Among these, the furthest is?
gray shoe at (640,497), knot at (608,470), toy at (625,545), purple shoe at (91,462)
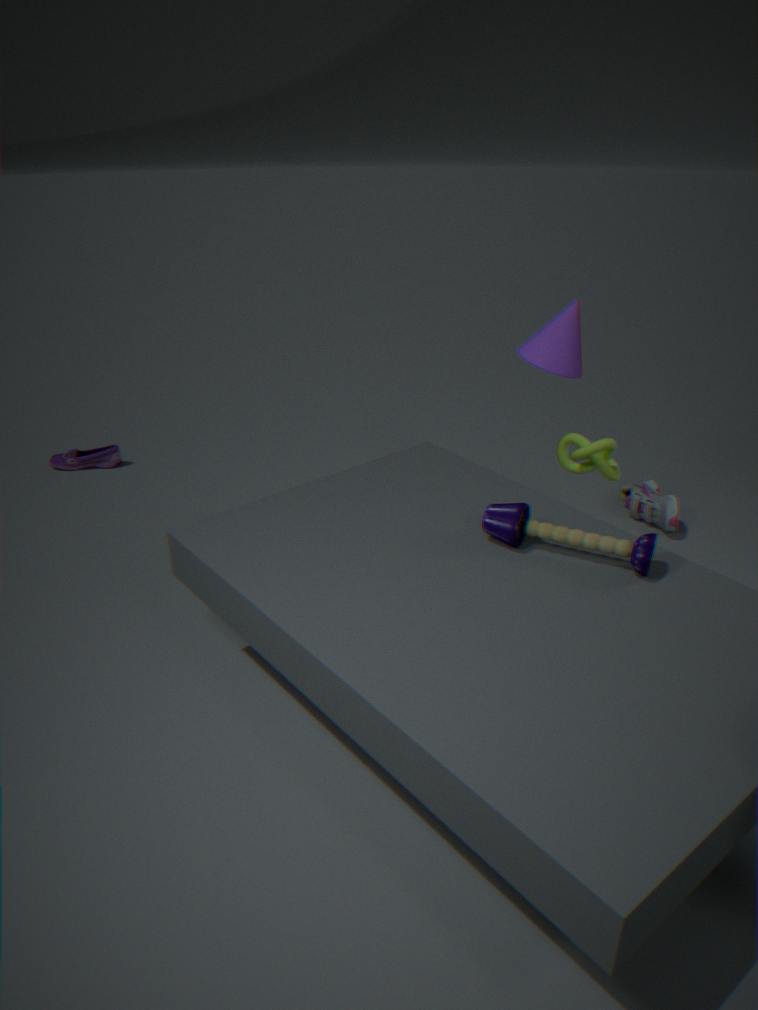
purple shoe at (91,462)
